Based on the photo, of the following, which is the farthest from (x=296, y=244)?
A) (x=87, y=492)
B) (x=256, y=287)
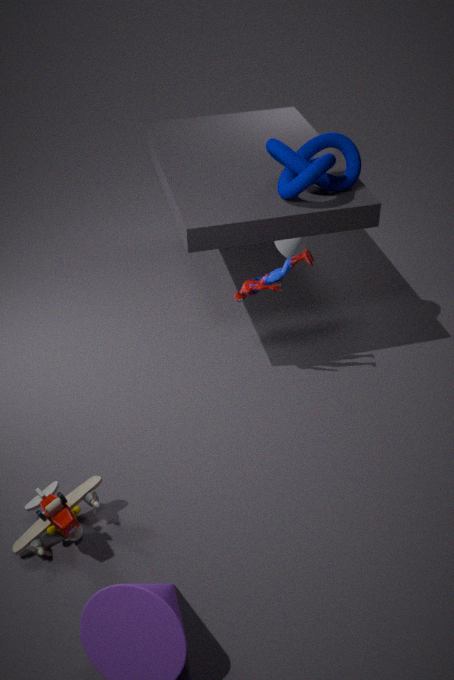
(x=87, y=492)
